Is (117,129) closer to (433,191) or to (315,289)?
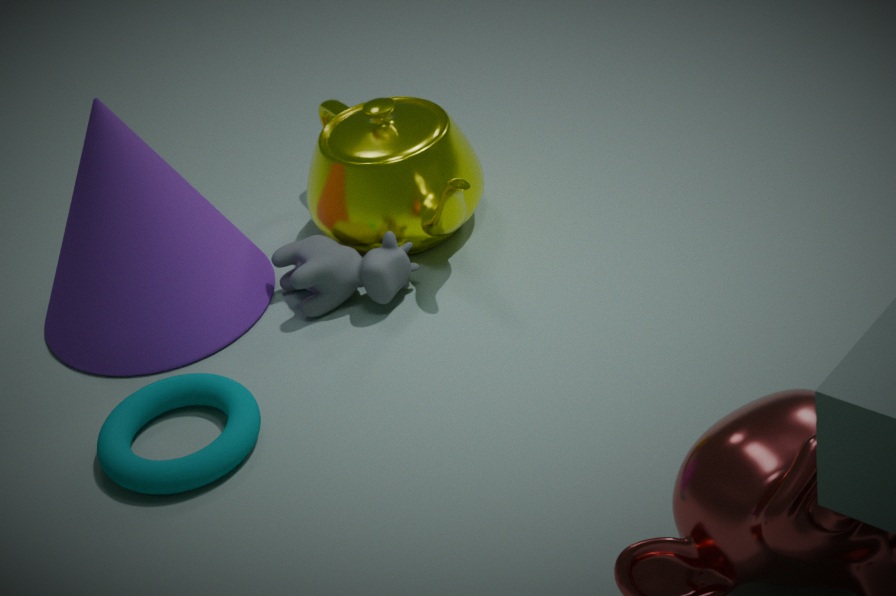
(315,289)
